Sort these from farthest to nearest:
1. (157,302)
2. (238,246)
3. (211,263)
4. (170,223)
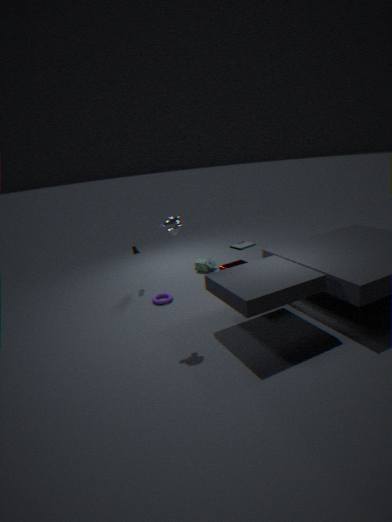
(238,246) < (211,263) < (157,302) < (170,223)
